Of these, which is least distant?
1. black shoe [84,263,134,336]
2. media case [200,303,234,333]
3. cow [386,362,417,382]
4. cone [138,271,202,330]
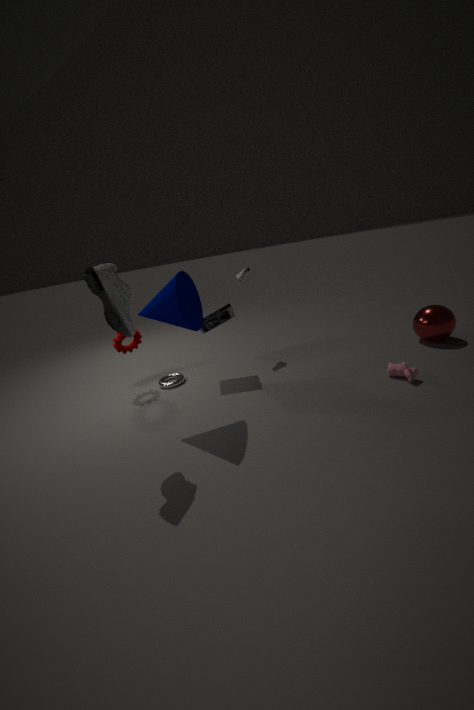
black shoe [84,263,134,336]
